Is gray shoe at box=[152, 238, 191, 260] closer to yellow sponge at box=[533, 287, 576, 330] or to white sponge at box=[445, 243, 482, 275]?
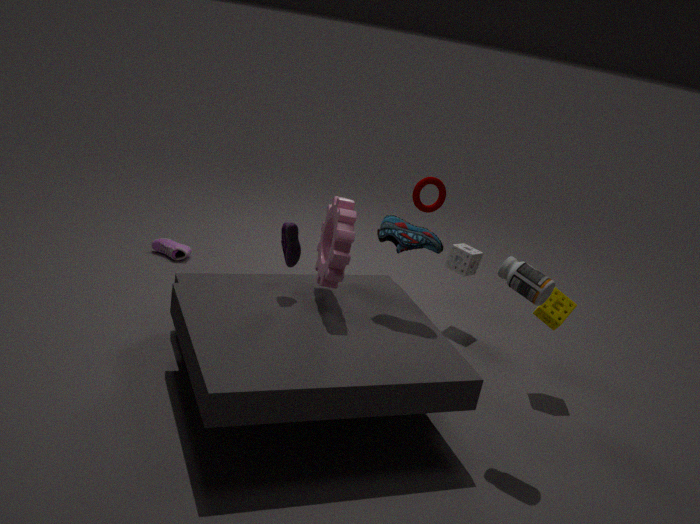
white sponge at box=[445, 243, 482, 275]
